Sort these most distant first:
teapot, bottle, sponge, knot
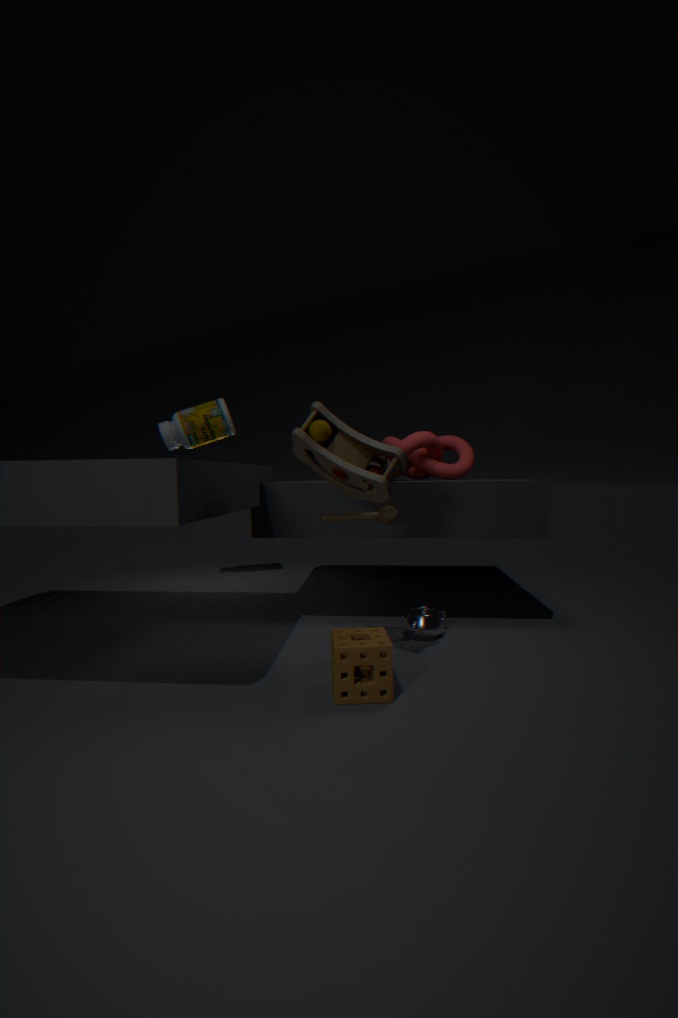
bottle < knot < teapot < sponge
